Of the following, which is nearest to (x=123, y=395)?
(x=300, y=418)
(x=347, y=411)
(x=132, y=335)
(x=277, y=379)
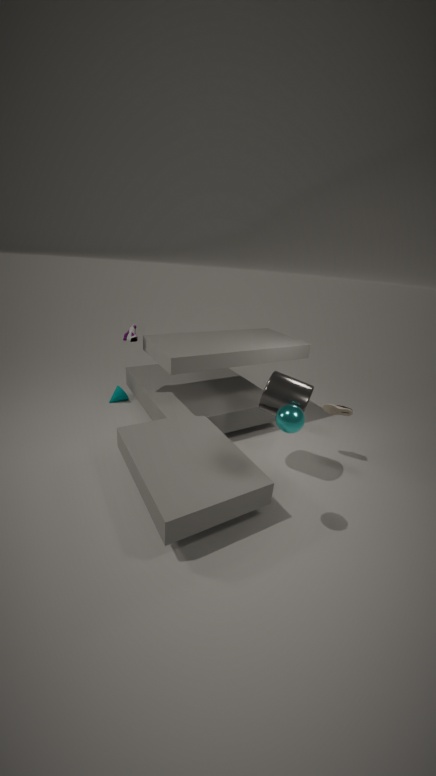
(x=132, y=335)
